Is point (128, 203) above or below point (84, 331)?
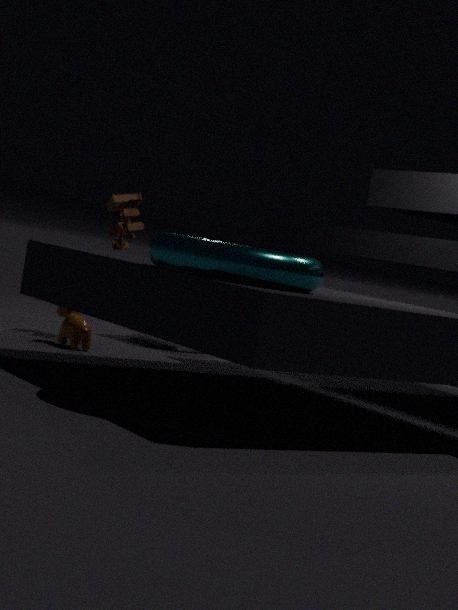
above
